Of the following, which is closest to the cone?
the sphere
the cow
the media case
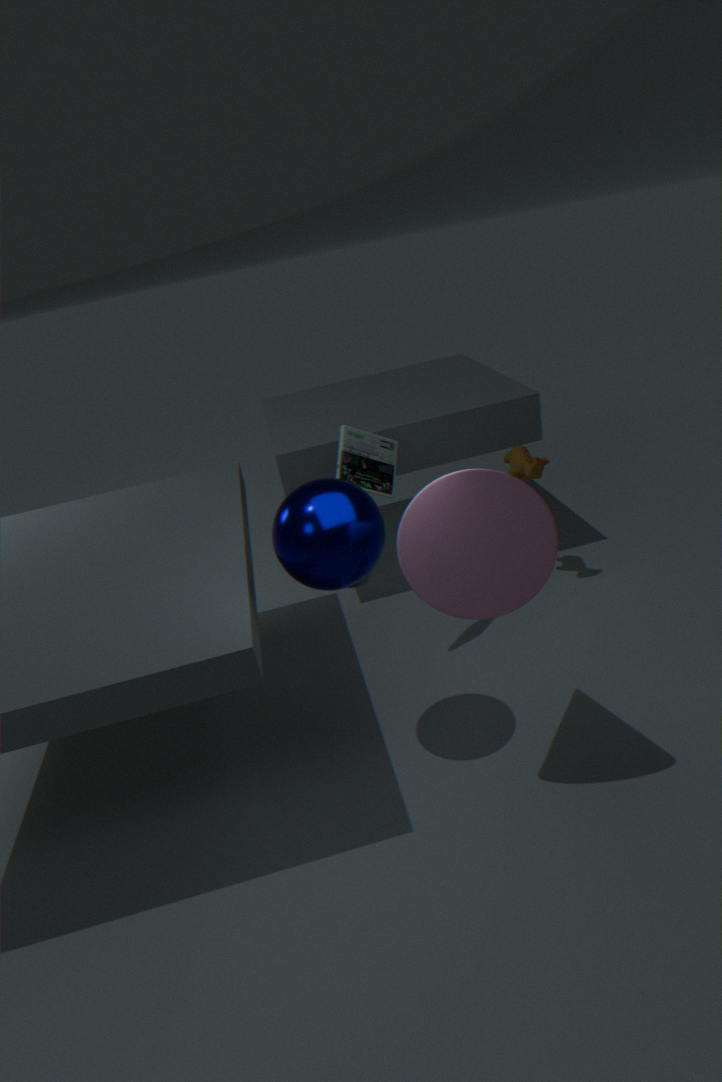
the sphere
